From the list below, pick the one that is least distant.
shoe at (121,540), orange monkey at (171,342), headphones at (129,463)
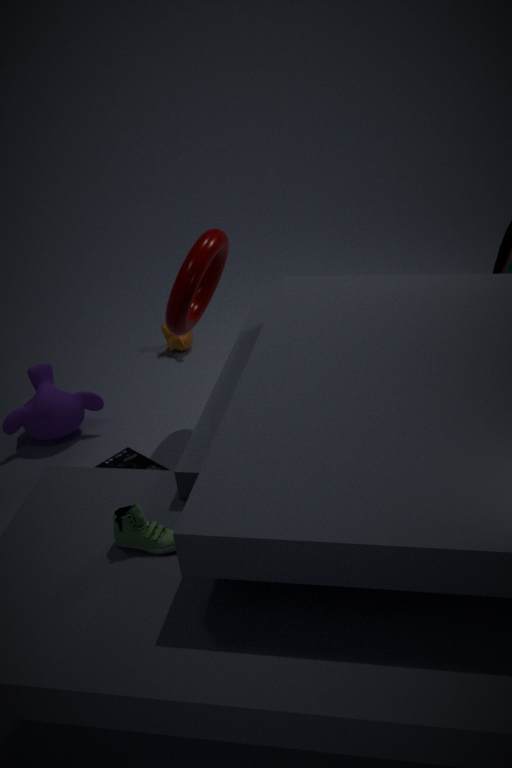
shoe at (121,540)
